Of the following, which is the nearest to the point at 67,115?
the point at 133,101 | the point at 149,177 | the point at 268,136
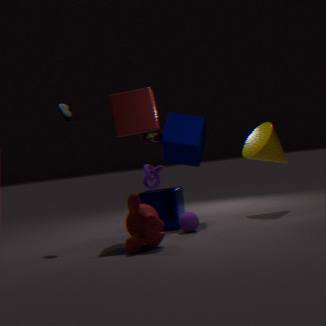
the point at 133,101
